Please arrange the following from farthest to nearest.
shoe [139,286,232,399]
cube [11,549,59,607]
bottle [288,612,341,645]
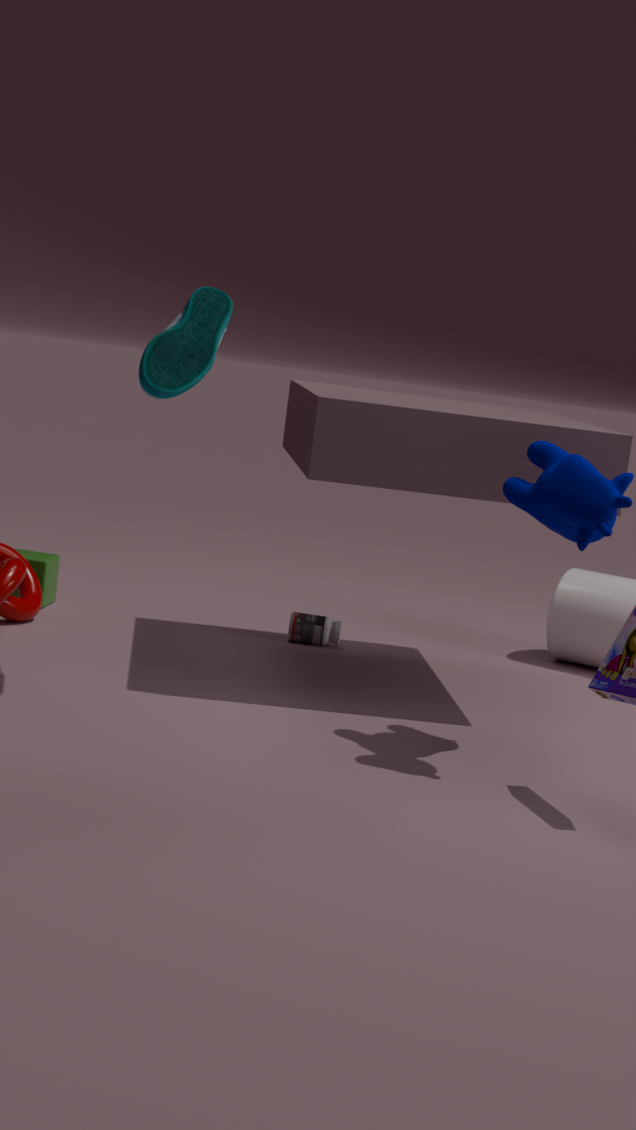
cube [11,549,59,607]
bottle [288,612,341,645]
shoe [139,286,232,399]
